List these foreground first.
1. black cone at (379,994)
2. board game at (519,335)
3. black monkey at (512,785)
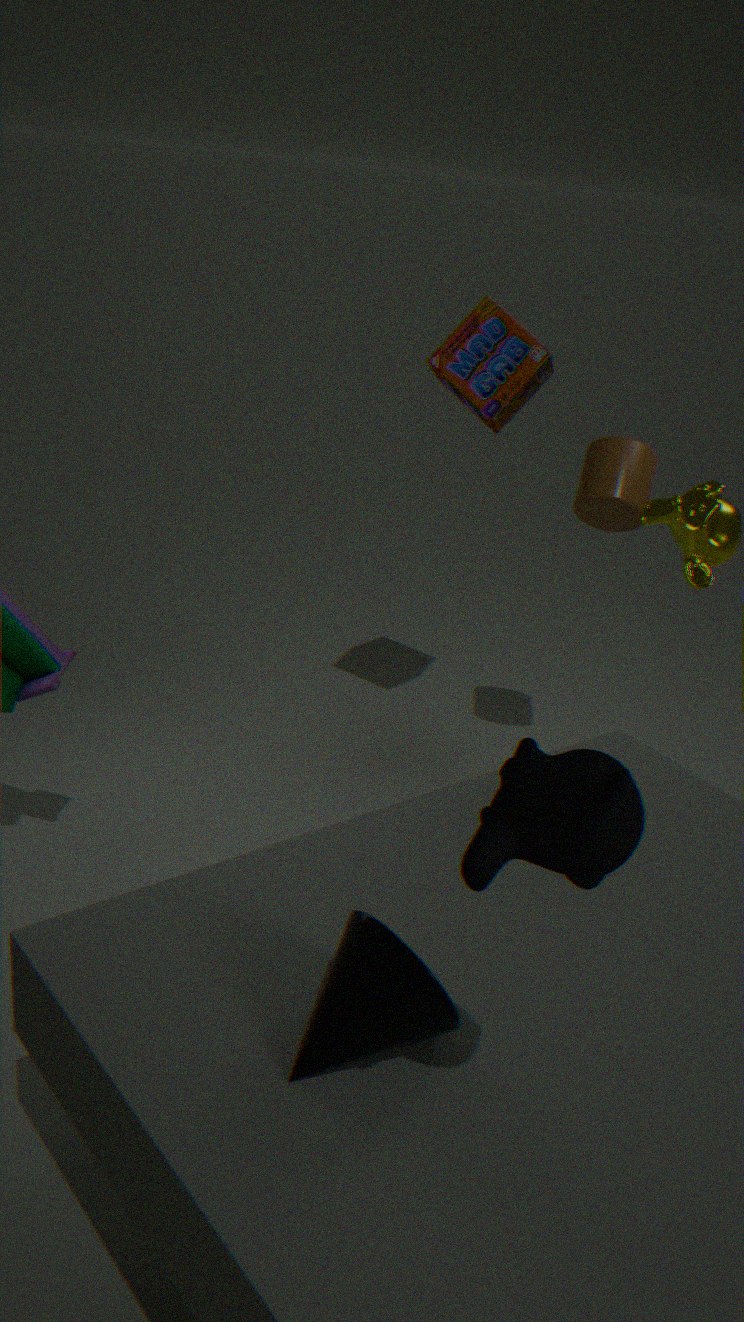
black monkey at (512,785) < black cone at (379,994) < board game at (519,335)
